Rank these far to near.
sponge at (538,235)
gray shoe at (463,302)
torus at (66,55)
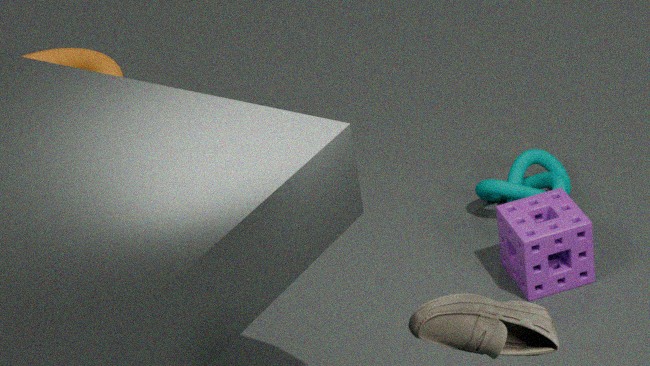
torus at (66,55) < sponge at (538,235) < gray shoe at (463,302)
